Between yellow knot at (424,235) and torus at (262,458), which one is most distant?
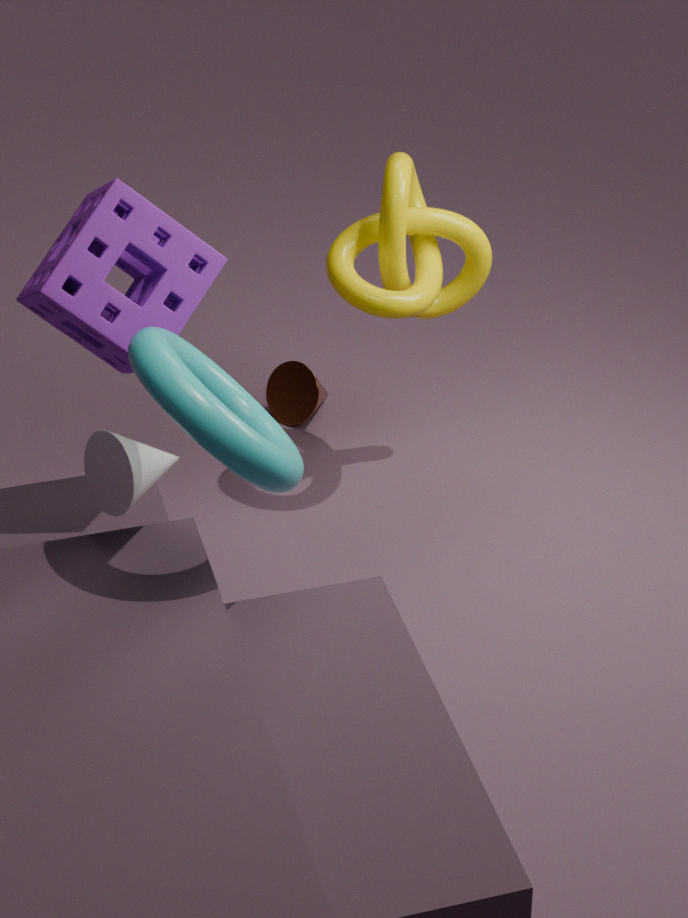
yellow knot at (424,235)
